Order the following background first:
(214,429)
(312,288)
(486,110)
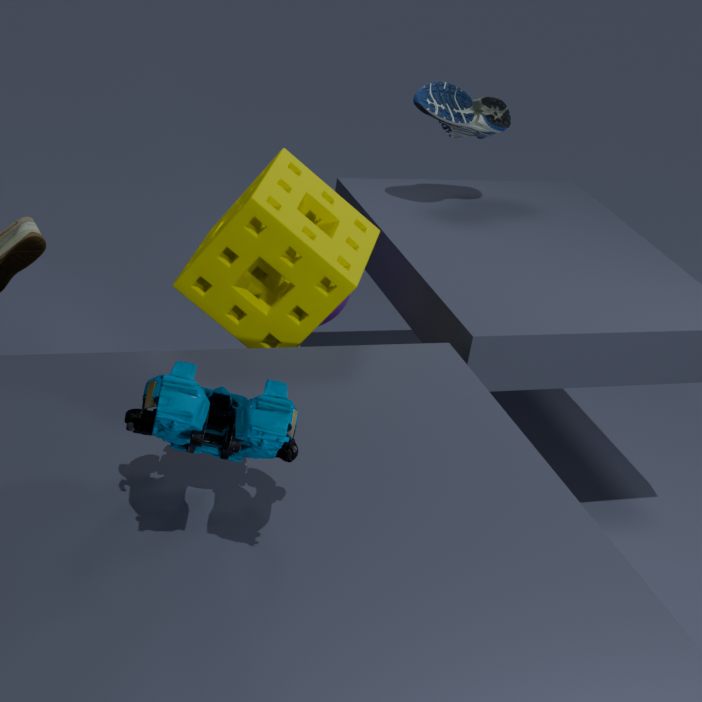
(486,110)
(312,288)
(214,429)
